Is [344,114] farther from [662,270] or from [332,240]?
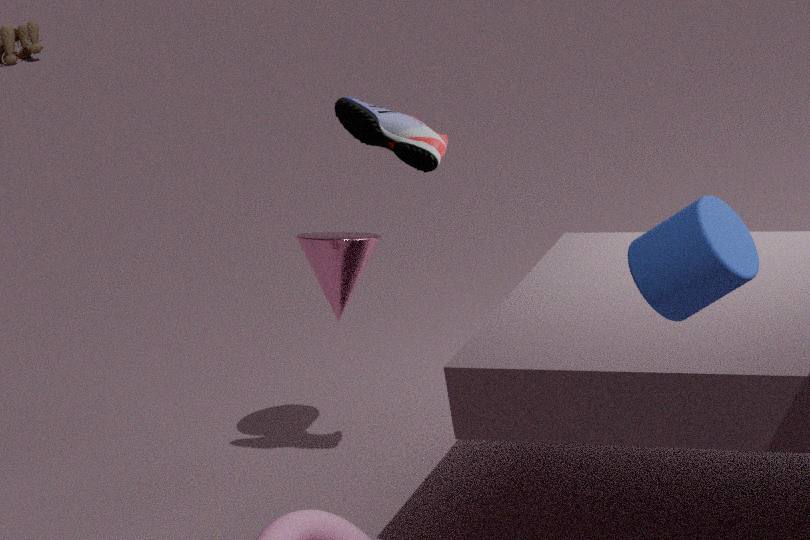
[662,270]
